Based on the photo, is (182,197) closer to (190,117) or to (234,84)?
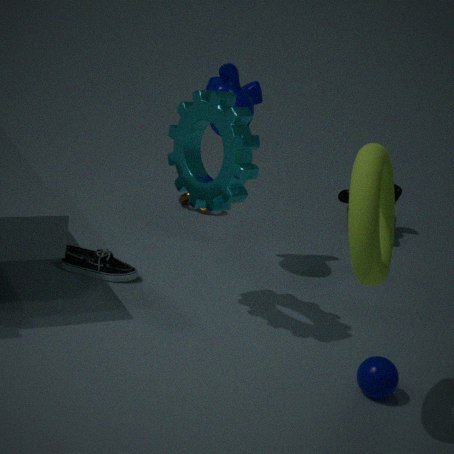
(234,84)
